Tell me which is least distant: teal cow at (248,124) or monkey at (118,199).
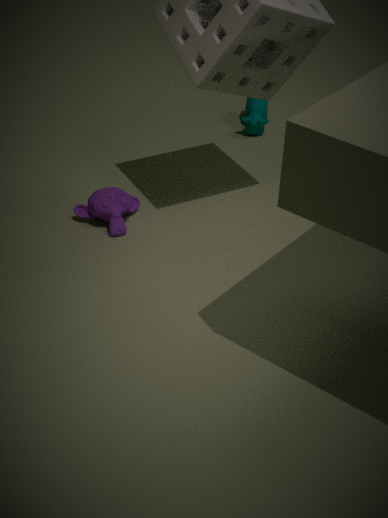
monkey at (118,199)
